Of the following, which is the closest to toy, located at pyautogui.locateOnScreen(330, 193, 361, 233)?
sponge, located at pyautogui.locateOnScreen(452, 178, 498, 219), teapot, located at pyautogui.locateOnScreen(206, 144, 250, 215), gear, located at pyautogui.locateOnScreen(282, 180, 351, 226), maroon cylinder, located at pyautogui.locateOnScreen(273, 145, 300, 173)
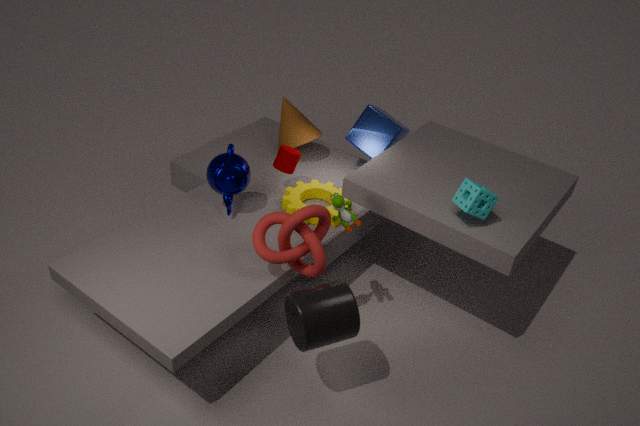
gear, located at pyautogui.locateOnScreen(282, 180, 351, 226)
